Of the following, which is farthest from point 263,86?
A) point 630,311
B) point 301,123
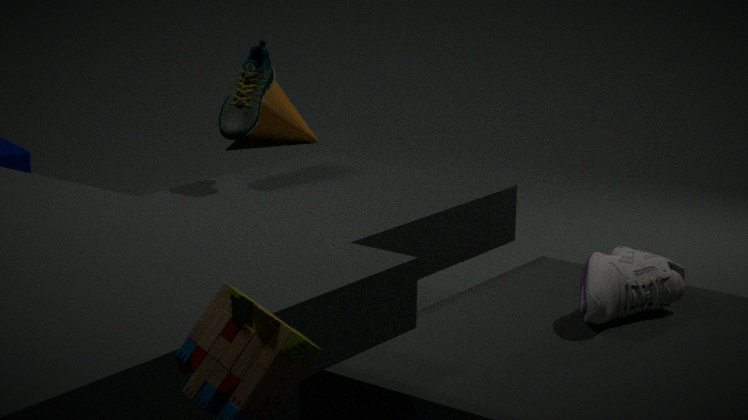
point 301,123
